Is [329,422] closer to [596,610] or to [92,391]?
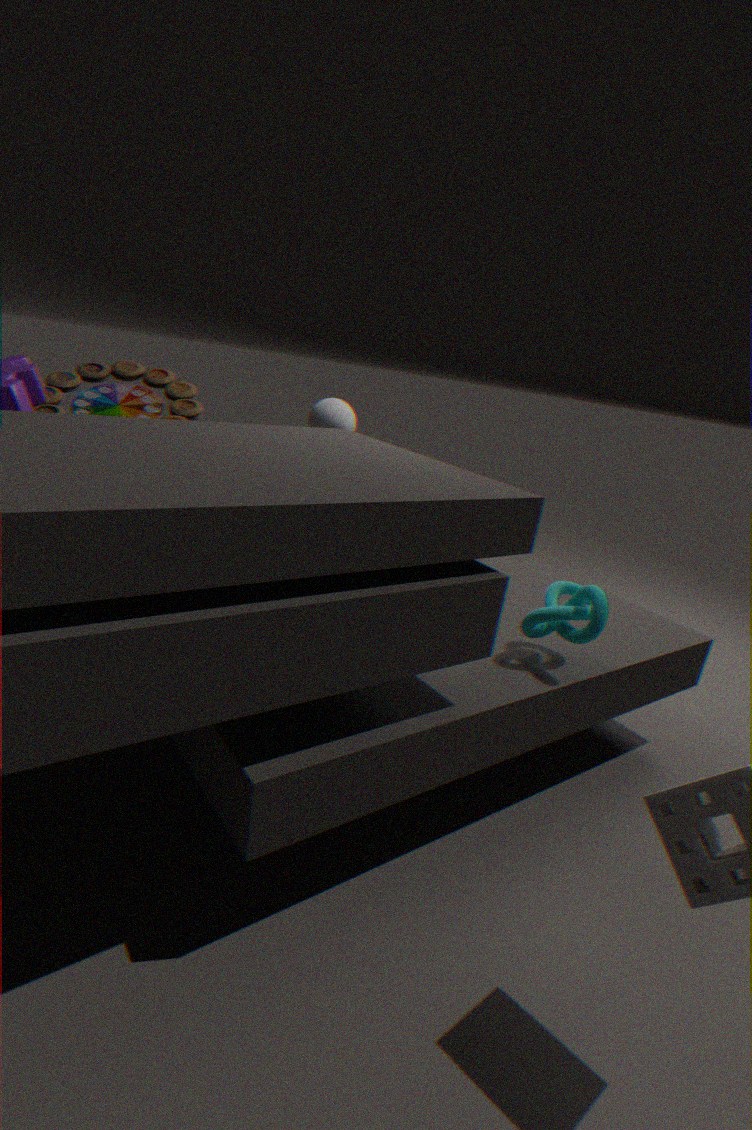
[92,391]
